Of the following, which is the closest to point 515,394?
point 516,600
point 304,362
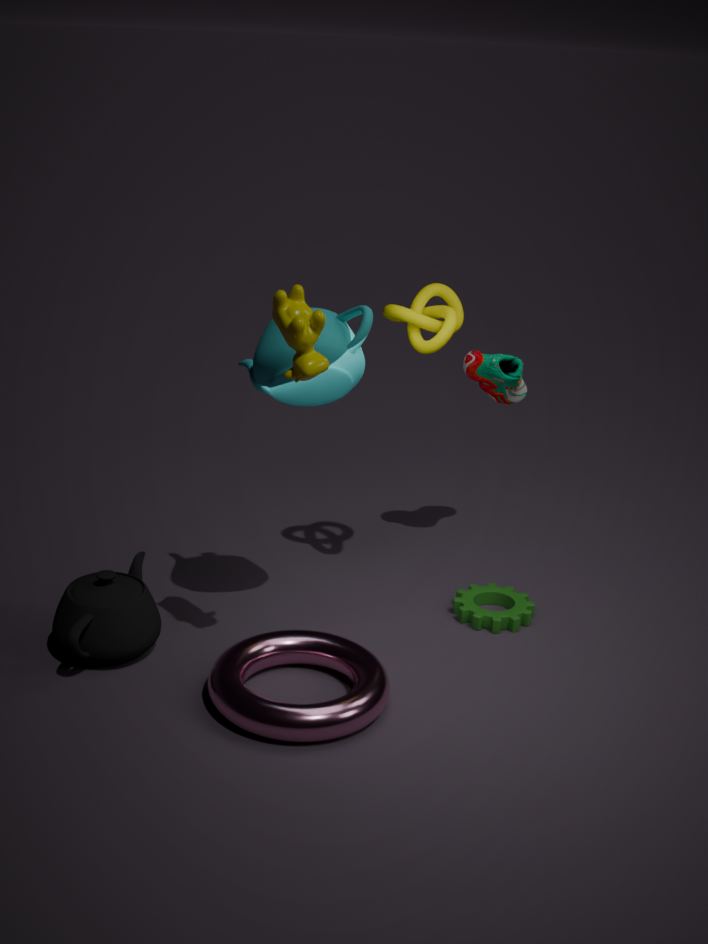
point 516,600
